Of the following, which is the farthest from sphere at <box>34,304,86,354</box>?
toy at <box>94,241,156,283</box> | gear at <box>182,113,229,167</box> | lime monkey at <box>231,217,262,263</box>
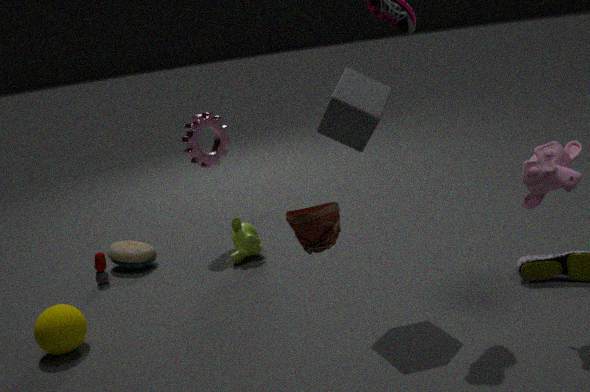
gear at <box>182,113,229,167</box>
